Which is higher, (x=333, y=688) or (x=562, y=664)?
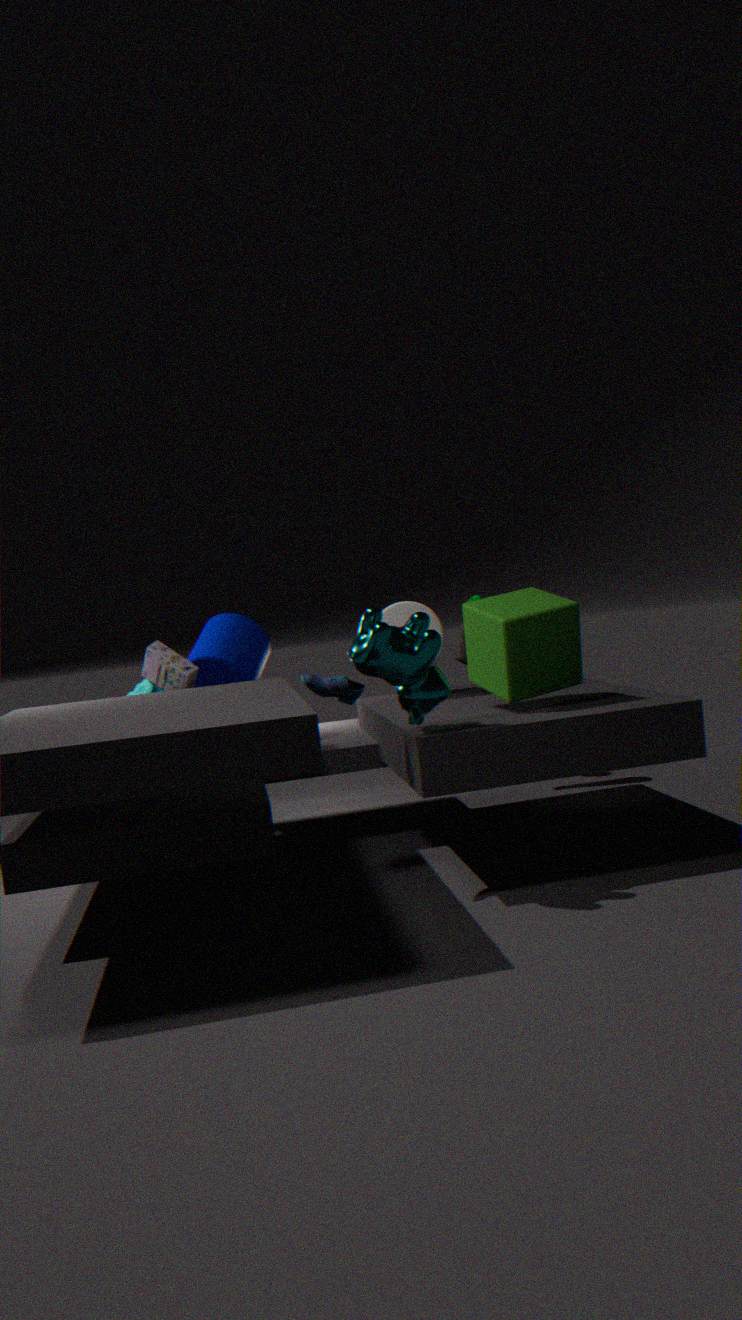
(x=562, y=664)
